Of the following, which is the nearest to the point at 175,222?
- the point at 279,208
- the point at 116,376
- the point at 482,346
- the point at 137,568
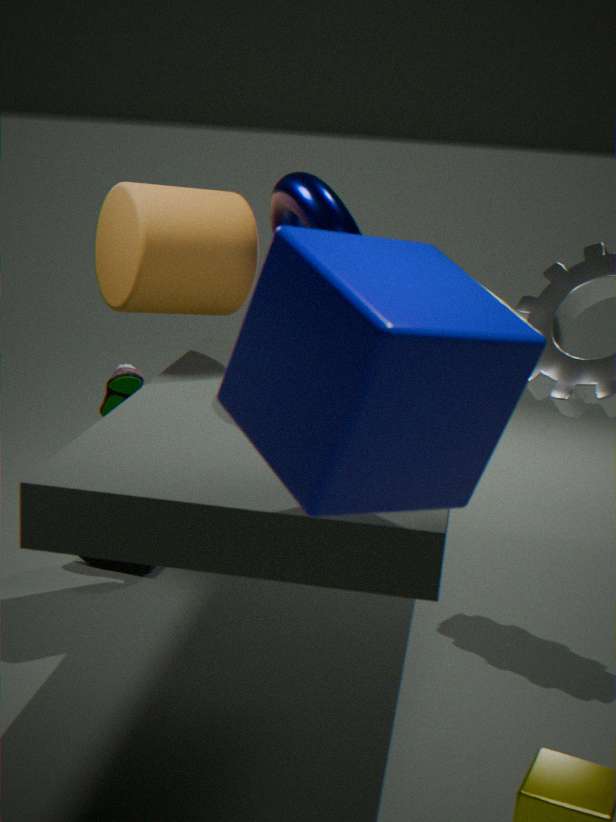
the point at 279,208
